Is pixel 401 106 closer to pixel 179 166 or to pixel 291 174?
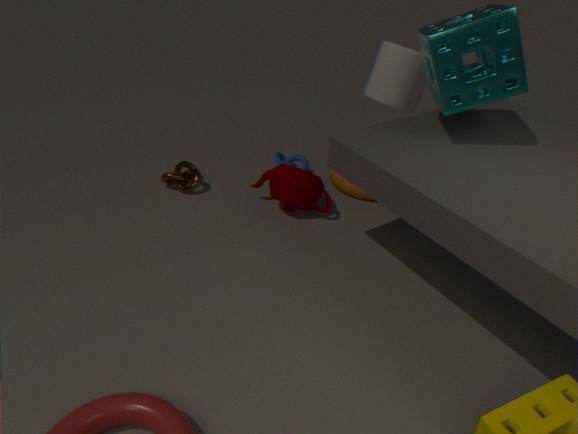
pixel 291 174
